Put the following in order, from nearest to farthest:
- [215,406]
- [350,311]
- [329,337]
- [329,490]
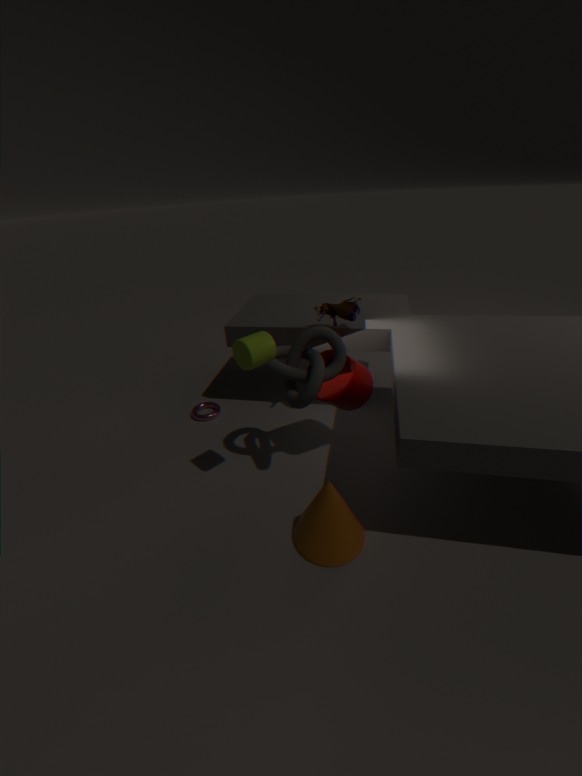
[329,490]
[329,337]
[350,311]
[215,406]
